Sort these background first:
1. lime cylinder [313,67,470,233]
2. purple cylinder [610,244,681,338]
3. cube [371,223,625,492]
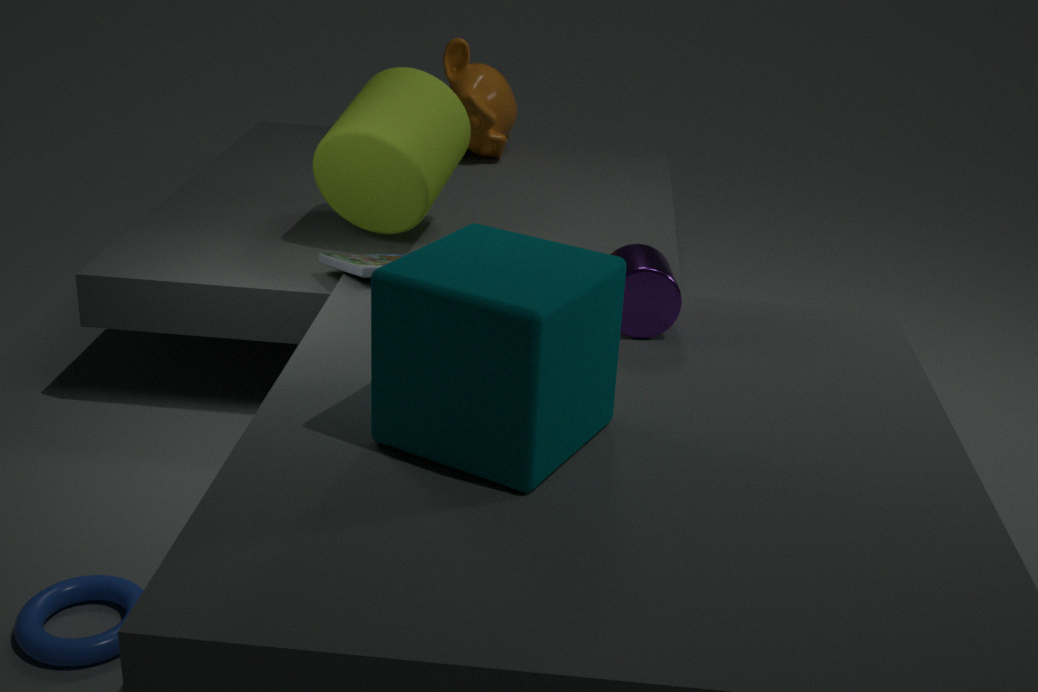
lime cylinder [313,67,470,233], purple cylinder [610,244,681,338], cube [371,223,625,492]
